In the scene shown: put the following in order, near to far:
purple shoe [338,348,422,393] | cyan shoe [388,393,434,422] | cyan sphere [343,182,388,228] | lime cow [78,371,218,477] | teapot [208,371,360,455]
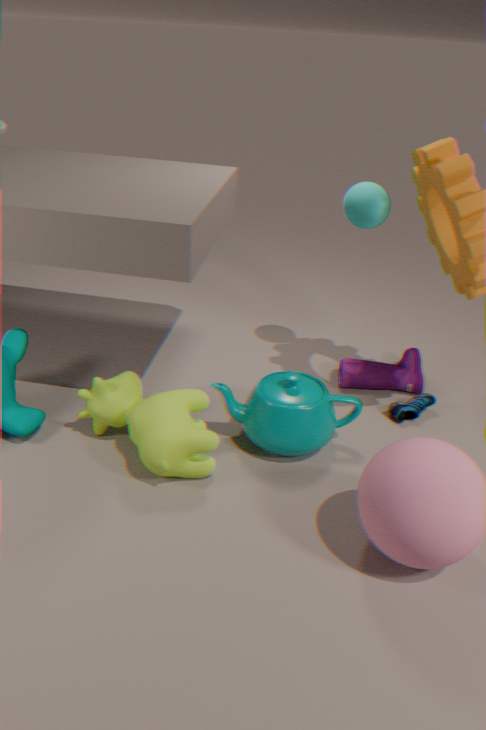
lime cow [78,371,218,477]
teapot [208,371,360,455]
cyan sphere [343,182,388,228]
cyan shoe [388,393,434,422]
purple shoe [338,348,422,393]
